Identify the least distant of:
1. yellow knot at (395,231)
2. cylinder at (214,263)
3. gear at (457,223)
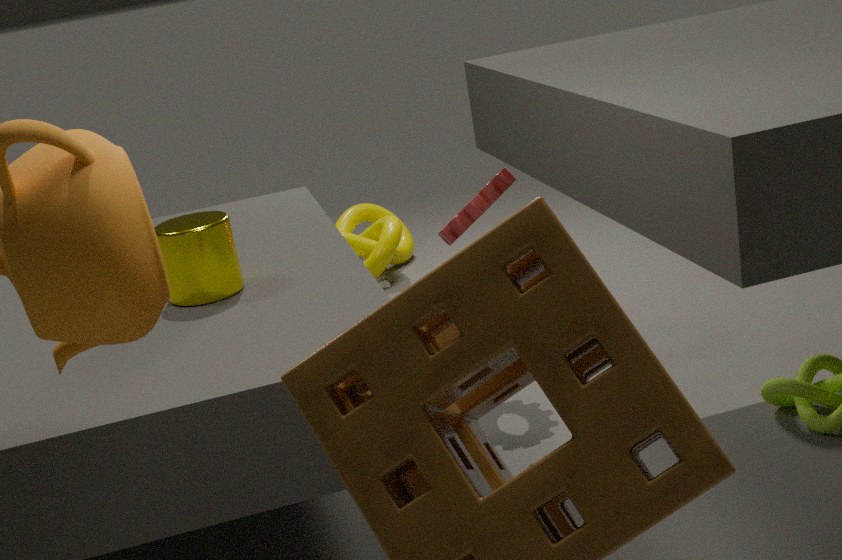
cylinder at (214,263)
